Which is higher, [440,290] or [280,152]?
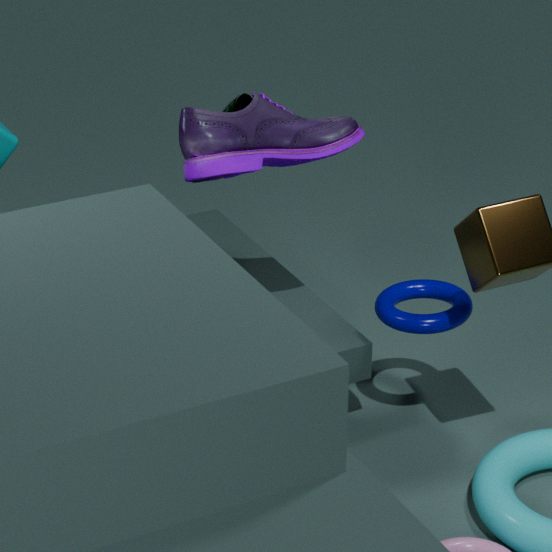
[280,152]
